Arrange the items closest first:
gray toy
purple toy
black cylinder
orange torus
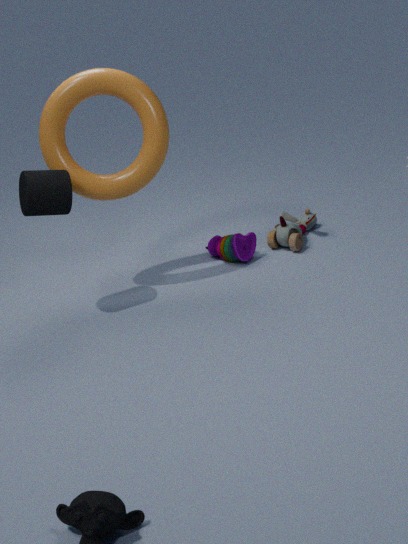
black cylinder → orange torus → purple toy → gray toy
